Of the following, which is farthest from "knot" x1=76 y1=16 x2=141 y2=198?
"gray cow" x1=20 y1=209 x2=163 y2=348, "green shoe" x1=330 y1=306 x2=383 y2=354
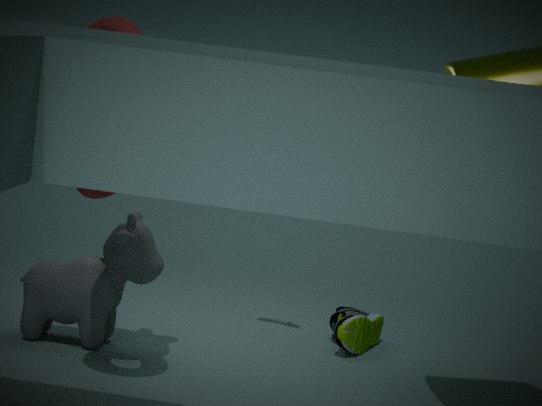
"green shoe" x1=330 y1=306 x2=383 y2=354
